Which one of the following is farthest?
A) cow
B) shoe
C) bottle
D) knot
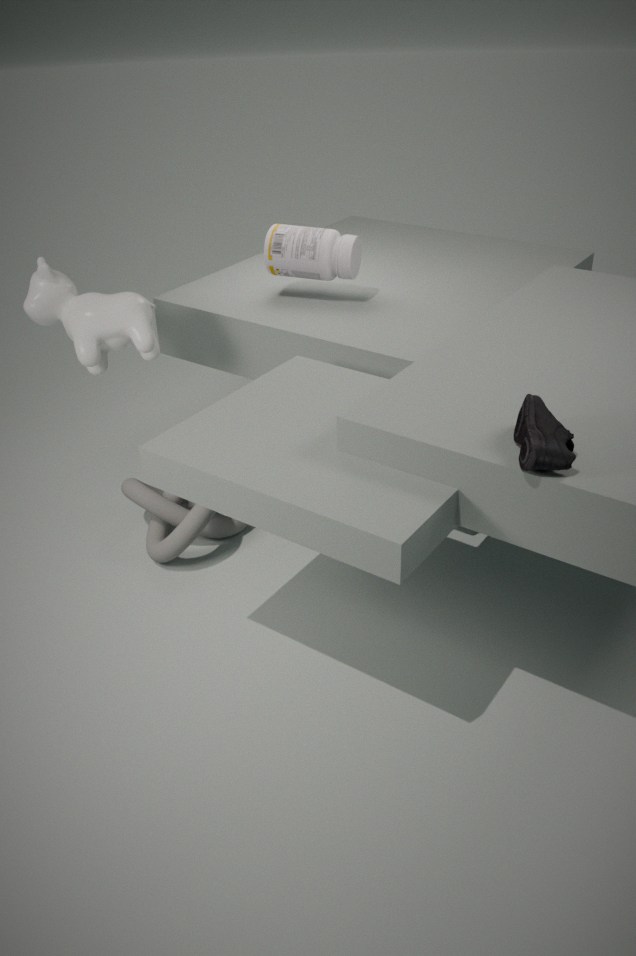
C. bottle
